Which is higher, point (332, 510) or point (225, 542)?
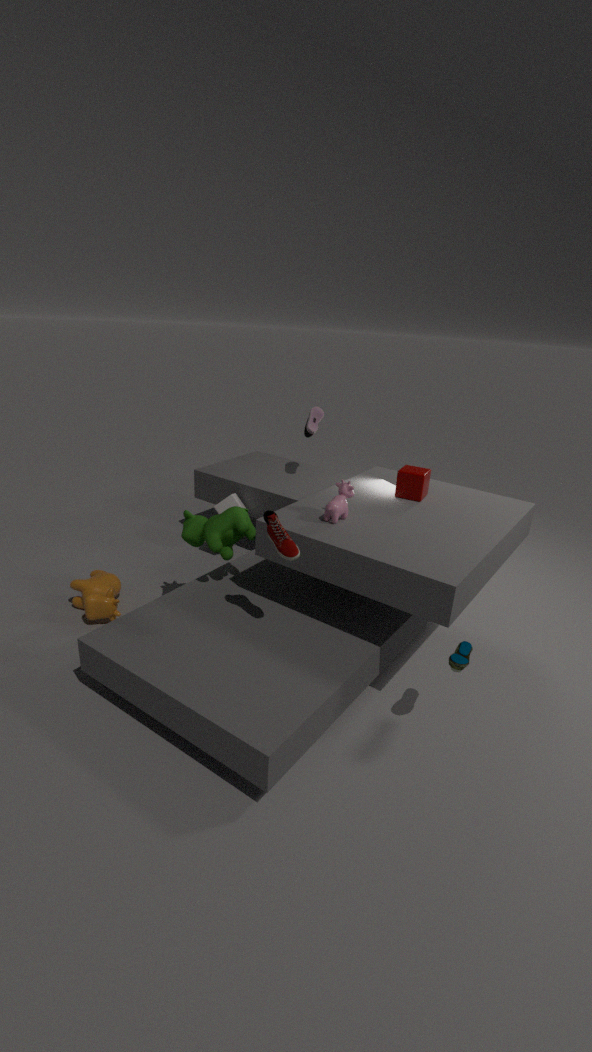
point (332, 510)
